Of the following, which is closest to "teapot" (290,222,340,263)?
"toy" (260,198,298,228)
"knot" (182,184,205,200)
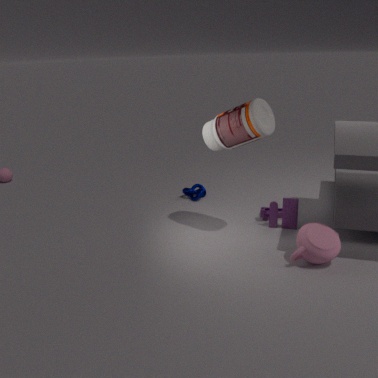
"toy" (260,198,298,228)
